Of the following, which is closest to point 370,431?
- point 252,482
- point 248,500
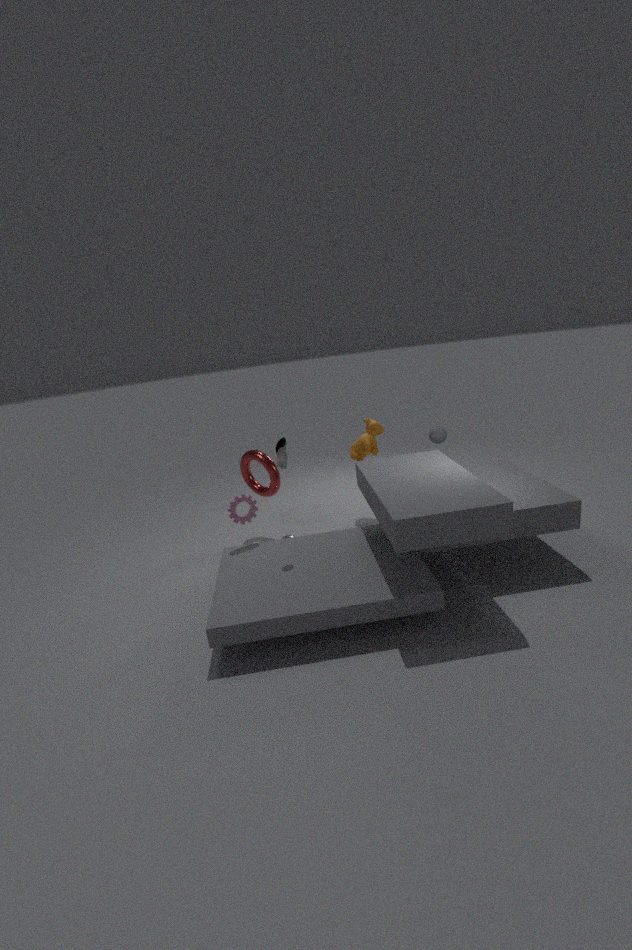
point 252,482
